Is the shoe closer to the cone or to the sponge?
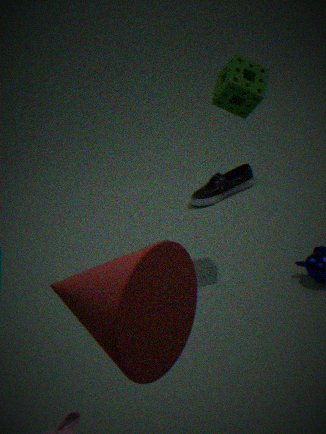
the sponge
